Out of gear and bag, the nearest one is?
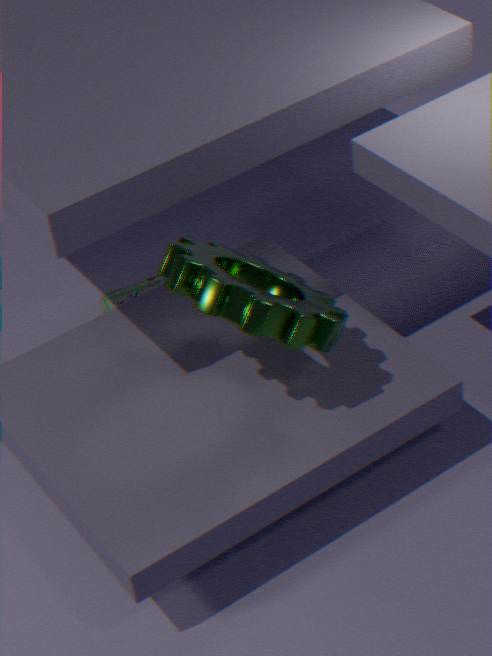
gear
